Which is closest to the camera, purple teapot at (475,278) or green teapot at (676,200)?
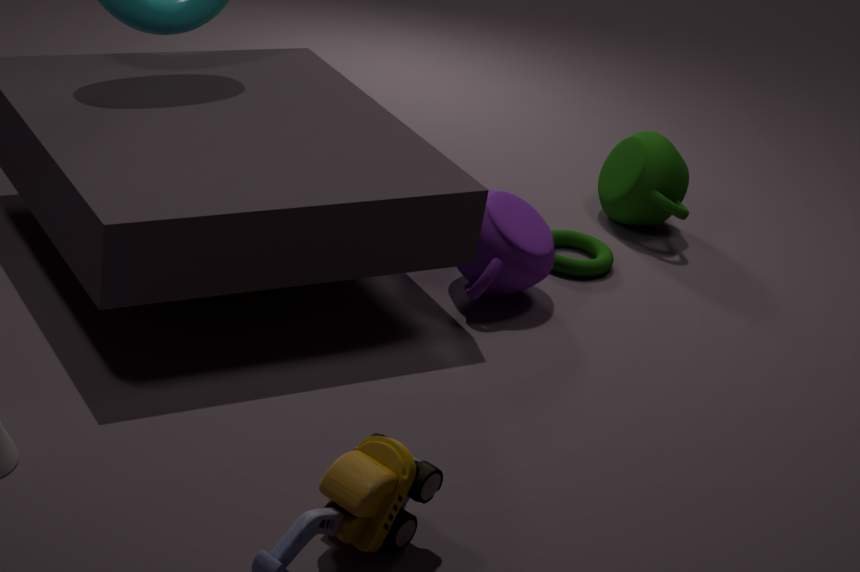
purple teapot at (475,278)
